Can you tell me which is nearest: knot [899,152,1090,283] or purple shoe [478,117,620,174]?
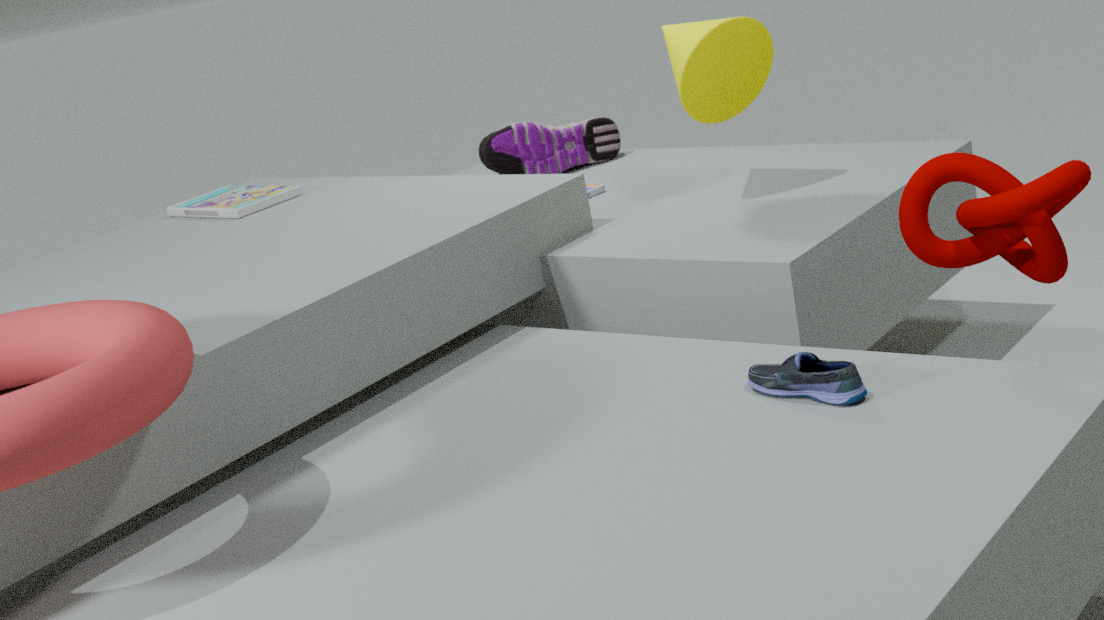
knot [899,152,1090,283]
